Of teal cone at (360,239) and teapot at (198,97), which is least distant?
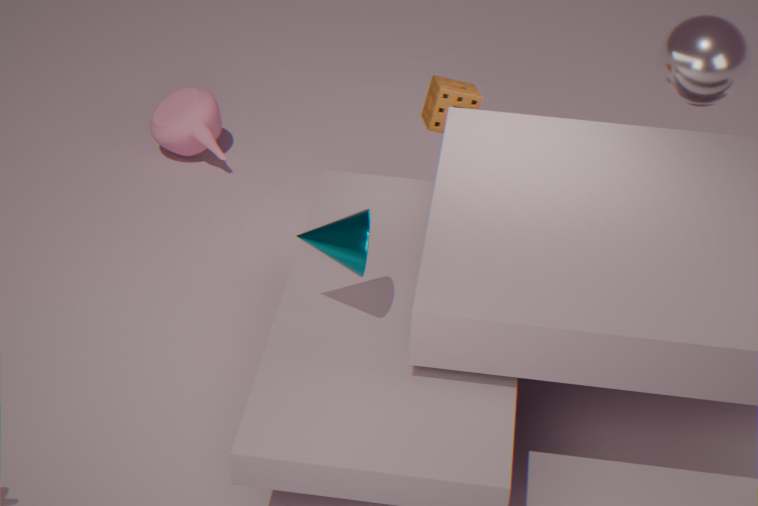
teal cone at (360,239)
